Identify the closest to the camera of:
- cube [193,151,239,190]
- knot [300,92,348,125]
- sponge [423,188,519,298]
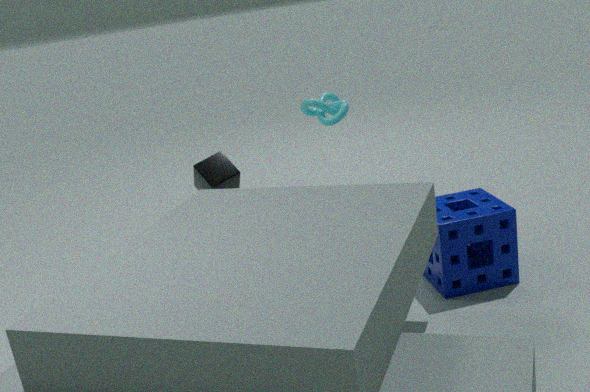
sponge [423,188,519,298]
